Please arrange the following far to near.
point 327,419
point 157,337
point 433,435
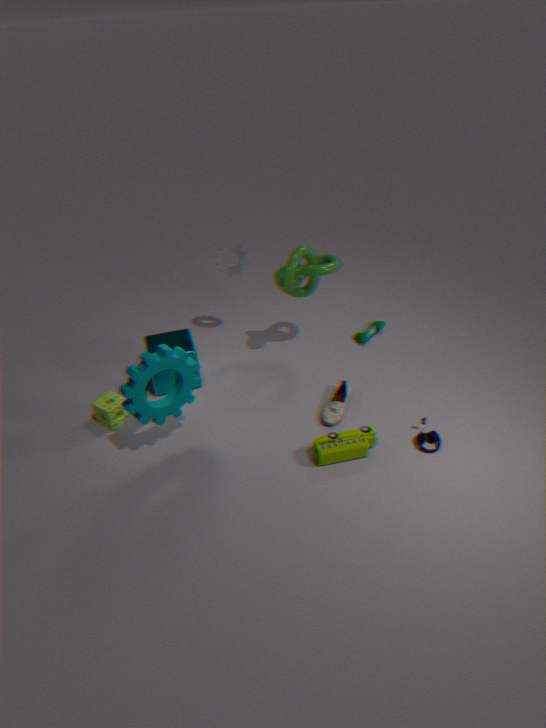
1. point 157,337
2. point 327,419
3. point 433,435
